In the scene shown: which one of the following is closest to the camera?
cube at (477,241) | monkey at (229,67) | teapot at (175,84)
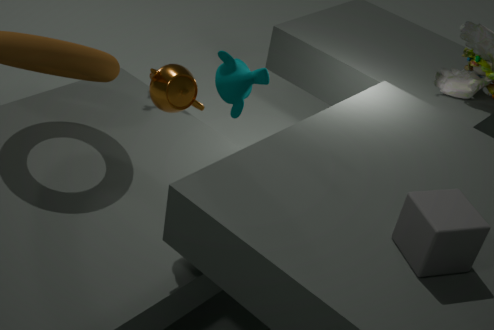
cube at (477,241)
